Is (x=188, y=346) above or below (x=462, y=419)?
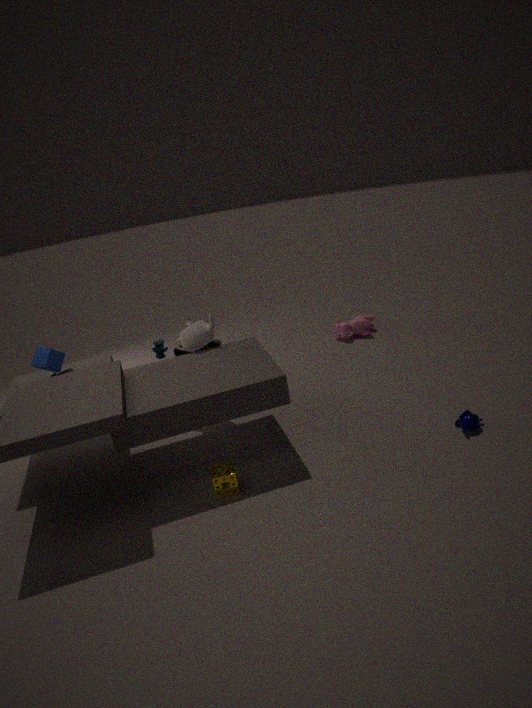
above
